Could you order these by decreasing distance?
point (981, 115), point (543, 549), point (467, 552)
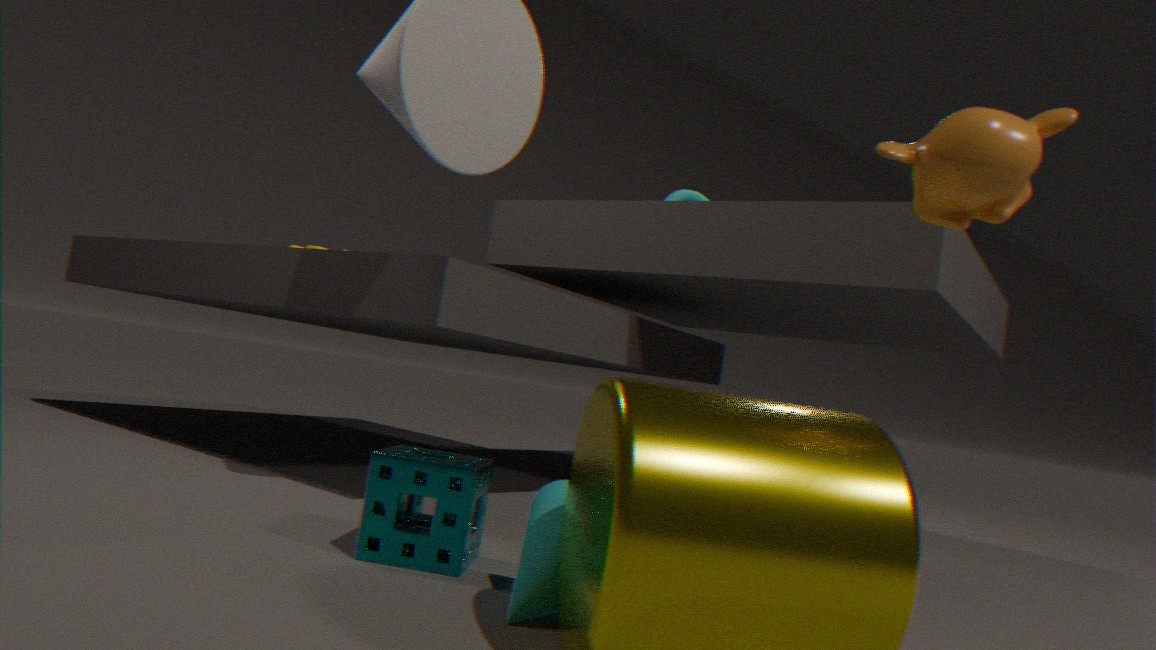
1. point (467, 552)
2. point (543, 549)
3. point (981, 115)
